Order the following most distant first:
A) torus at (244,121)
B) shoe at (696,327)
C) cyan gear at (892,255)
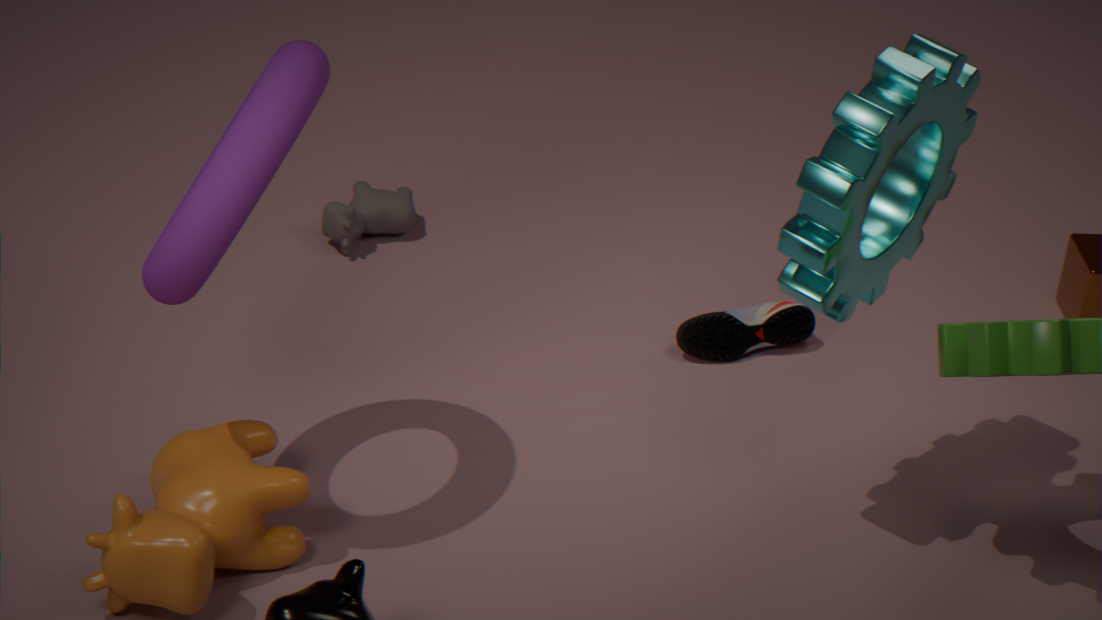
1. shoe at (696,327)
2. cyan gear at (892,255)
3. torus at (244,121)
